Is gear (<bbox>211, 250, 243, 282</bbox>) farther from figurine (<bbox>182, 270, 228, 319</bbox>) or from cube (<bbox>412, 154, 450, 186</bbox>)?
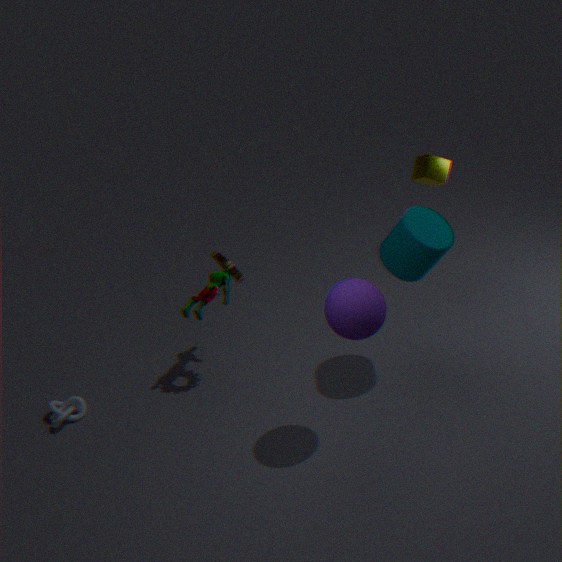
cube (<bbox>412, 154, 450, 186</bbox>)
